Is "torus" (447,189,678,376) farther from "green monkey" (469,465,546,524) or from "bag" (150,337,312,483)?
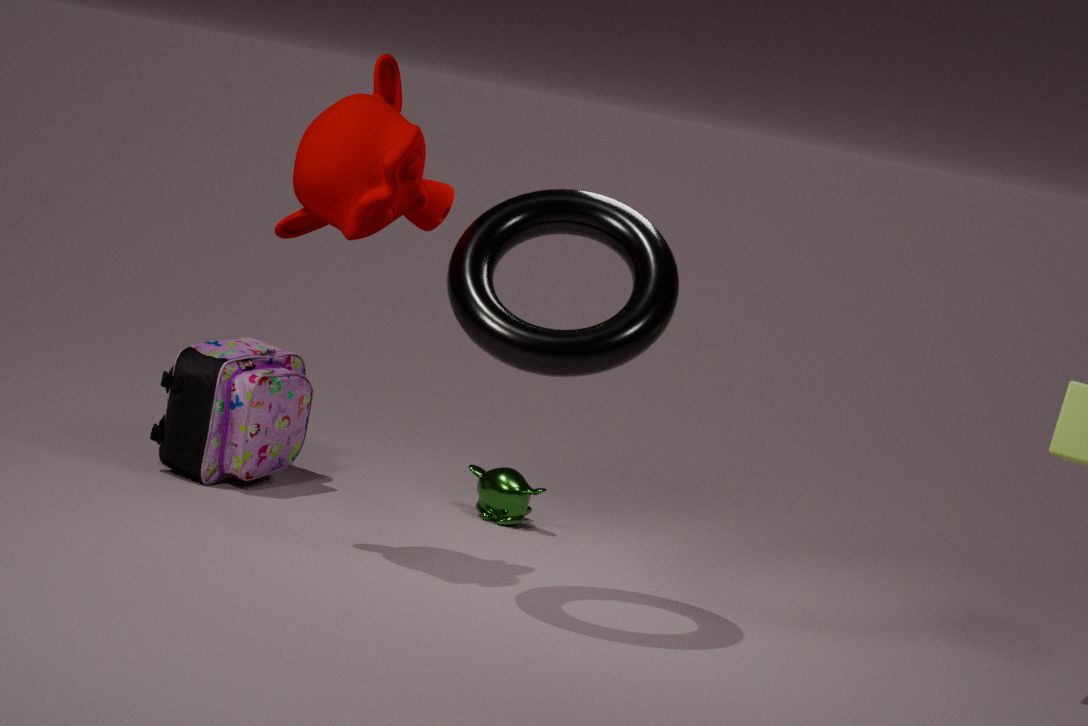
"green monkey" (469,465,546,524)
